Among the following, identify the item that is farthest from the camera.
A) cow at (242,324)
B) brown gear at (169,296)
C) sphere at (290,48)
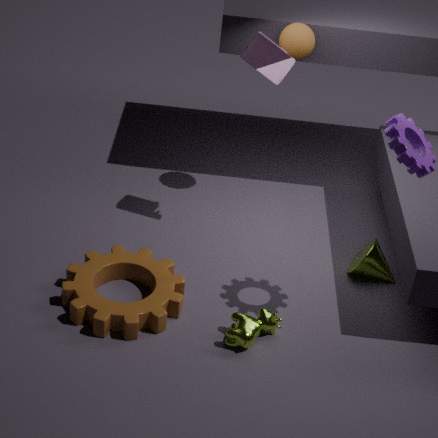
sphere at (290,48)
